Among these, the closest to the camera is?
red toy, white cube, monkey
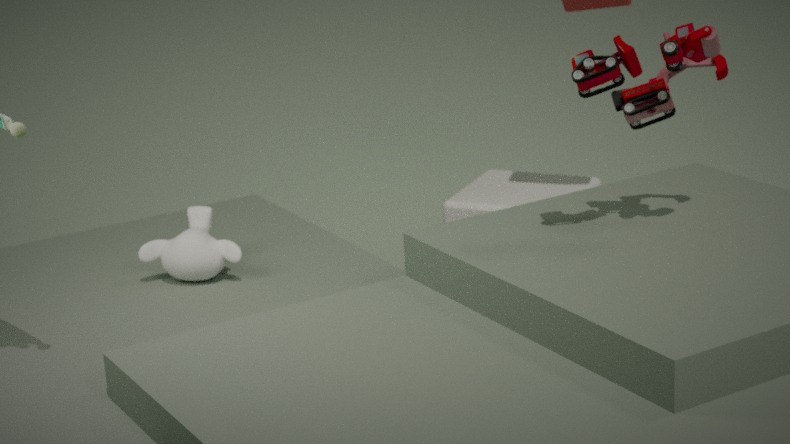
red toy
